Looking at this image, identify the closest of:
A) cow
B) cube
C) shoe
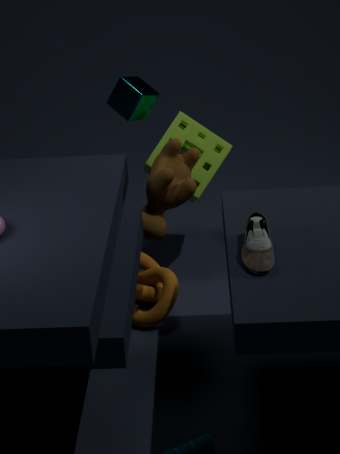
shoe
